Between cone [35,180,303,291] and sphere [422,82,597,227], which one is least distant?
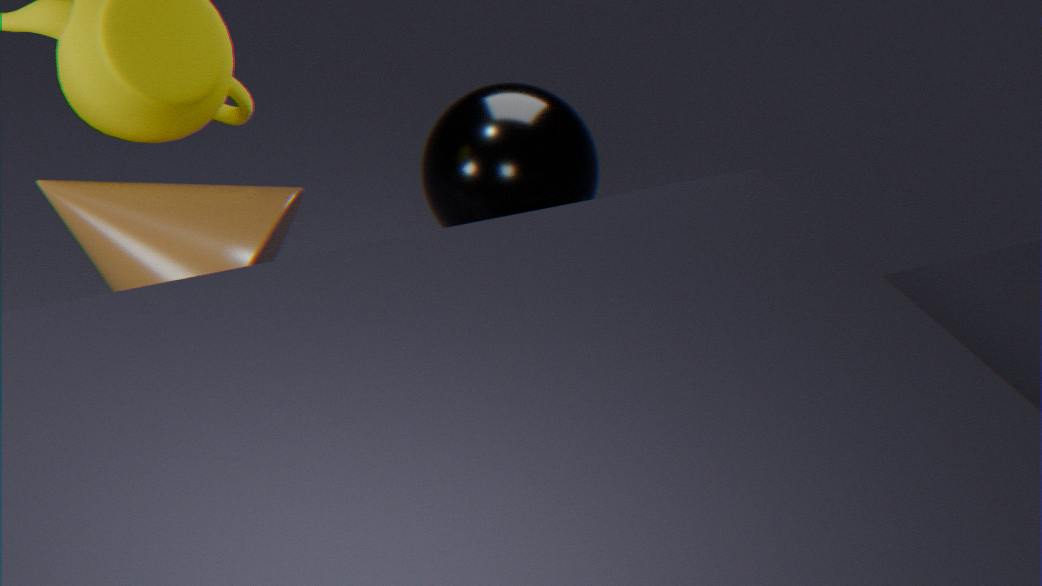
cone [35,180,303,291]
